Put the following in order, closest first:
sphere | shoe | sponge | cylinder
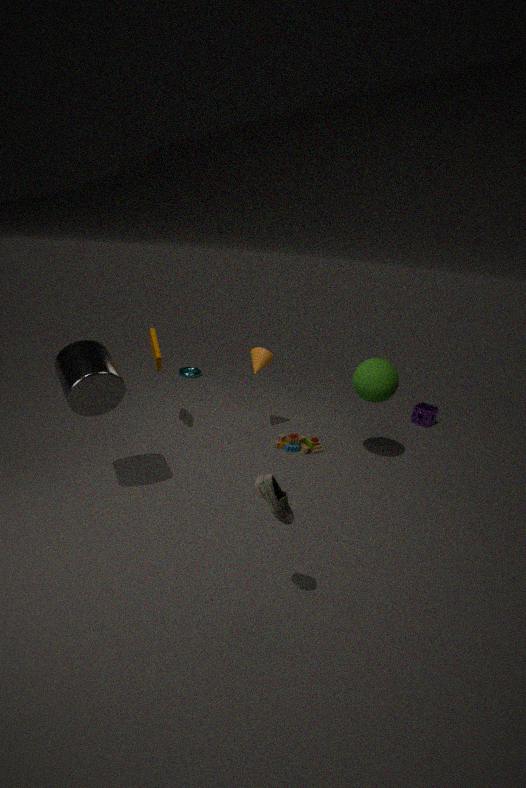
shoe
cylinder
sphere
sponge
